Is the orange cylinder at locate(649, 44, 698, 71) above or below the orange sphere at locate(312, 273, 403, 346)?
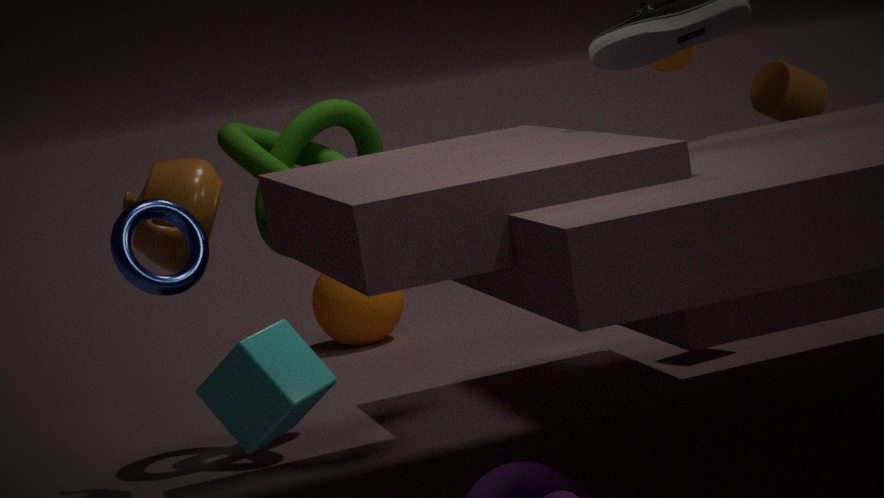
above
